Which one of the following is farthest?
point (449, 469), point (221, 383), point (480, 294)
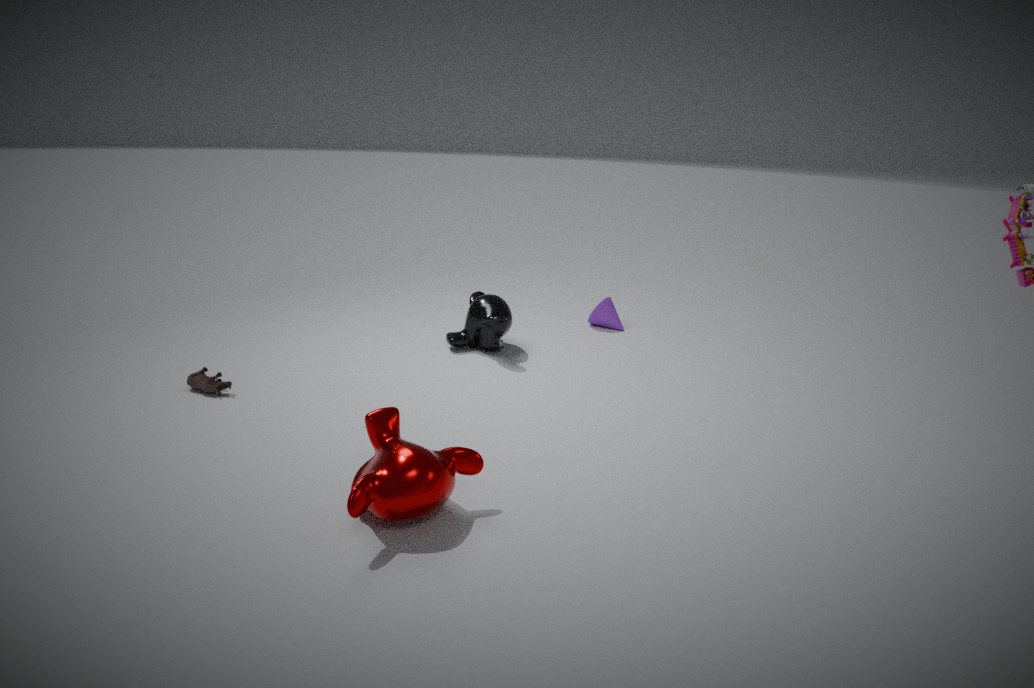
point (480, 294)
